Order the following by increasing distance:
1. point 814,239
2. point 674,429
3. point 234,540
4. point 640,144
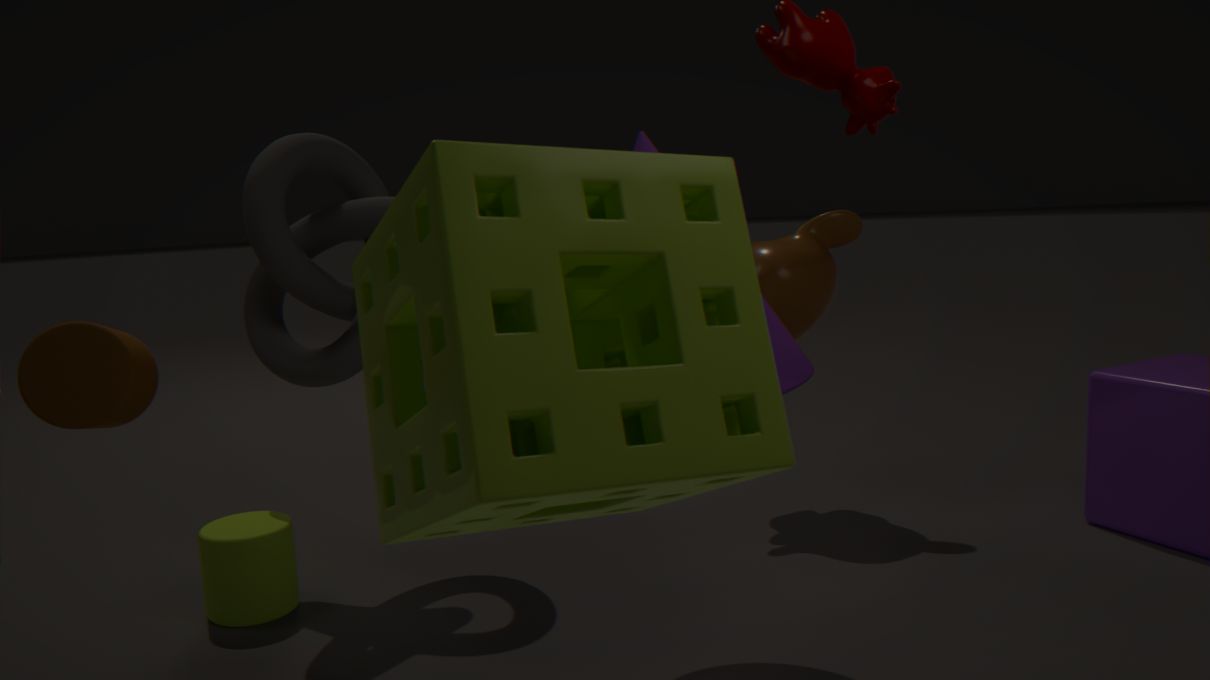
1. point 674,429
2. point 640,144
3. point 234,540
4. point 814,239
